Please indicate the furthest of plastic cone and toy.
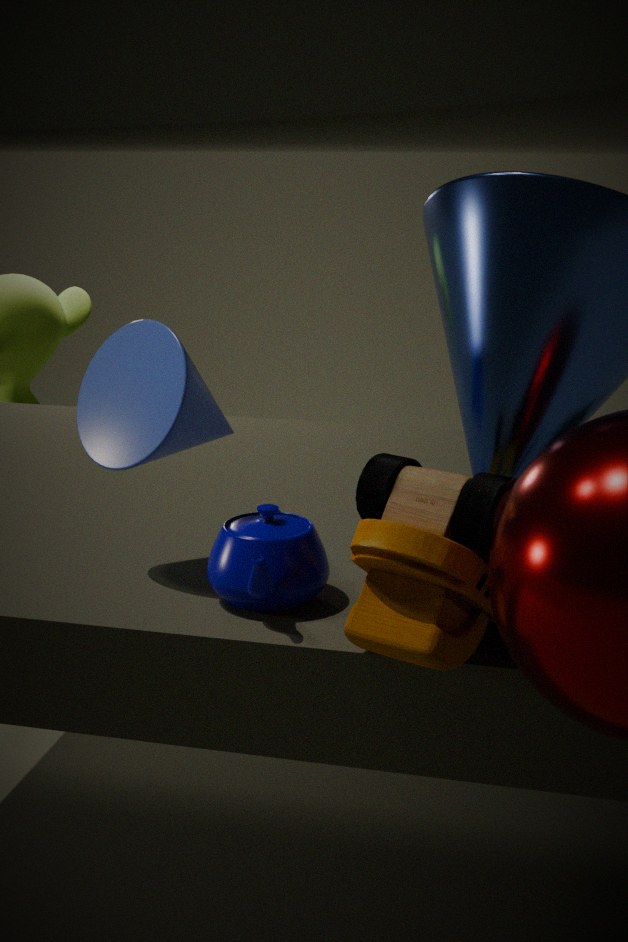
plastic cone
